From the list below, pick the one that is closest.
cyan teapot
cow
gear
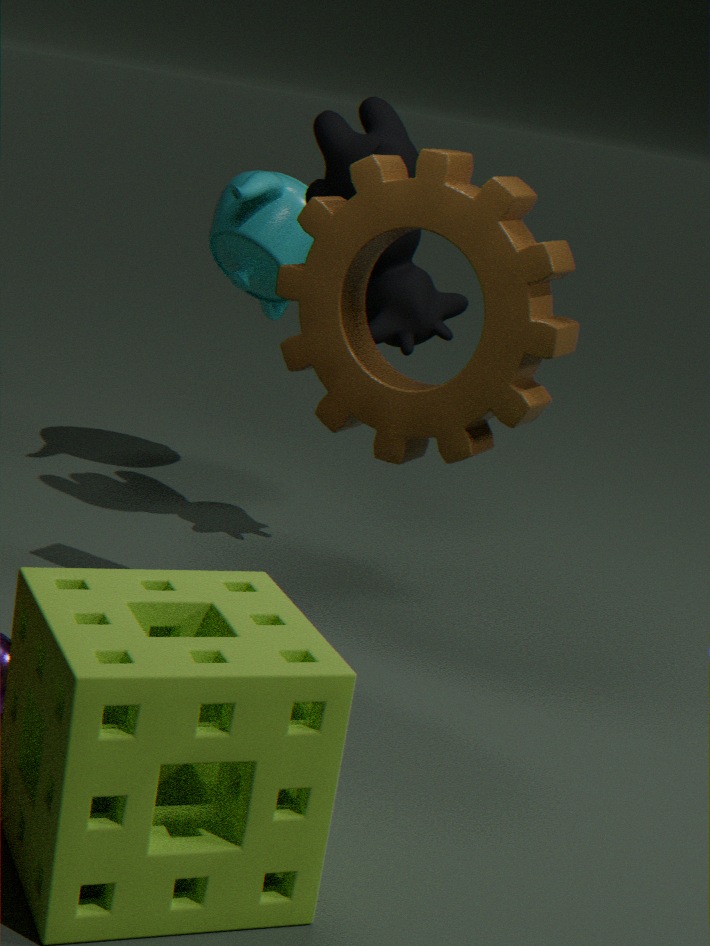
gear
